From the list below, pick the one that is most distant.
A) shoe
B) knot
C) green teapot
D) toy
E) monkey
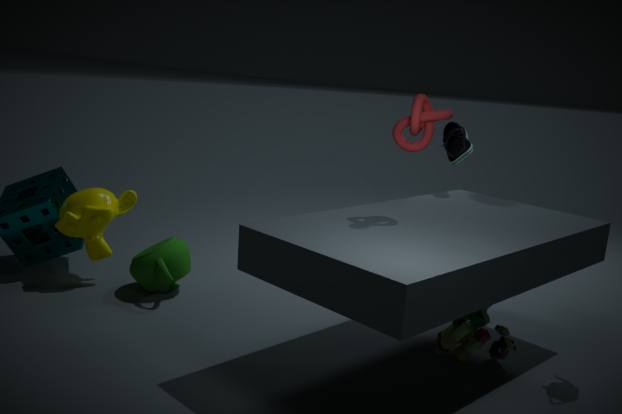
monkey
